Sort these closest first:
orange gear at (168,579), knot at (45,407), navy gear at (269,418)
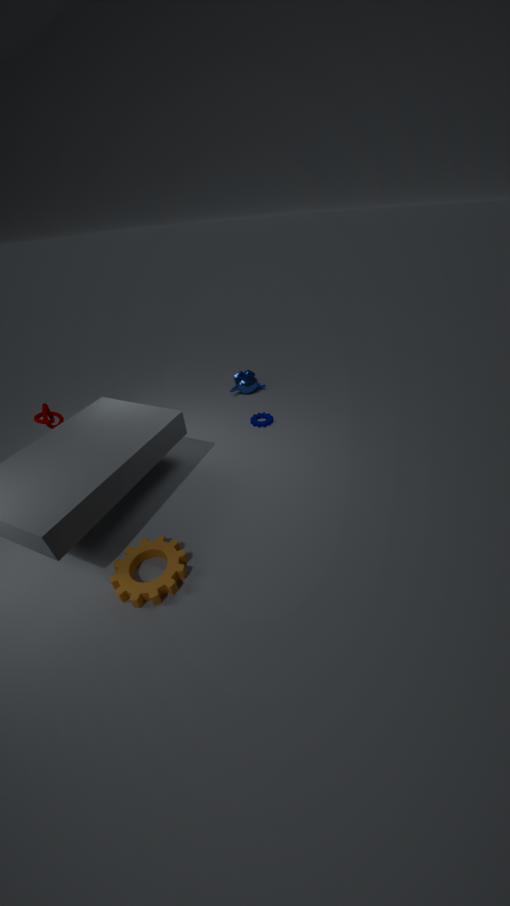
orange gear at (168,579) → knot at (45,407) → navy gear at (269,418)
